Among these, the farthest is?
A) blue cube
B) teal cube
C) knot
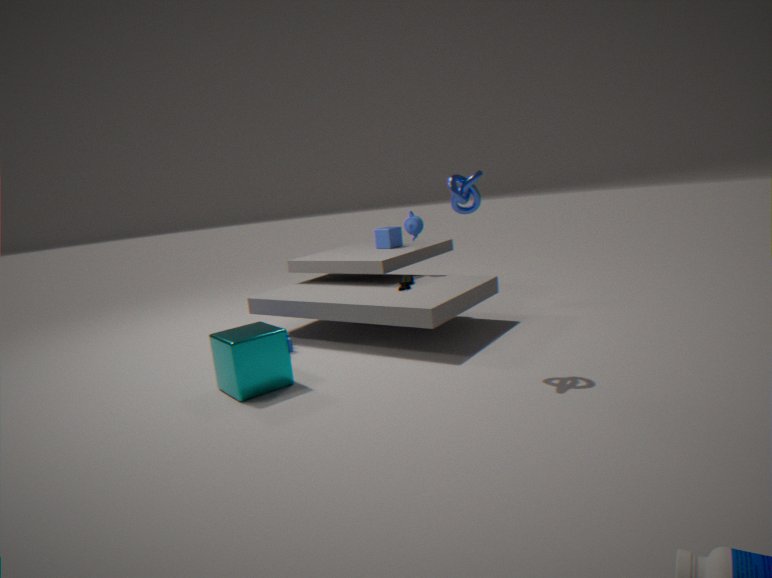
blue cube
